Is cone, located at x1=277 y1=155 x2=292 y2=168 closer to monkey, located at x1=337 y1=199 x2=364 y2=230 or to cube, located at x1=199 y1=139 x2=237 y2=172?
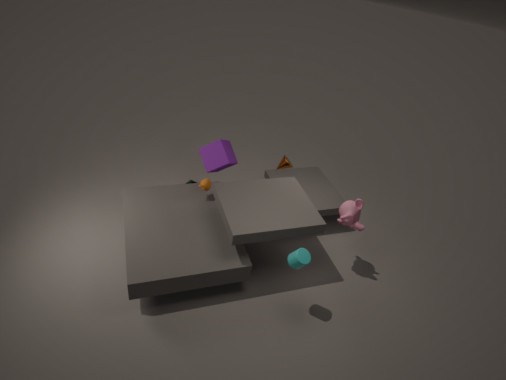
cube, located at x1=199 y1=139 x2=237 y2=172
